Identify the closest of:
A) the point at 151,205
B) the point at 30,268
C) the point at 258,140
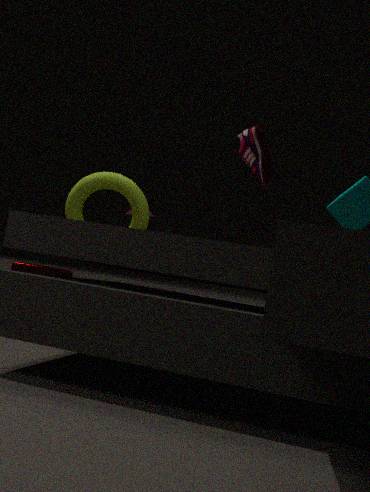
the point at 258,140
